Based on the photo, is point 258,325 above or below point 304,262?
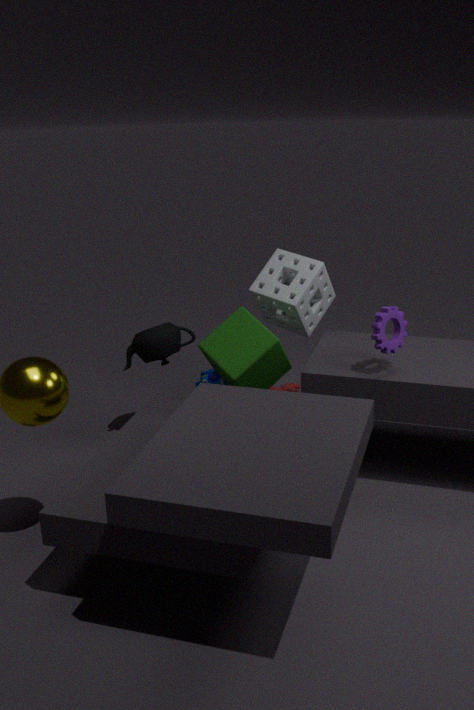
below
